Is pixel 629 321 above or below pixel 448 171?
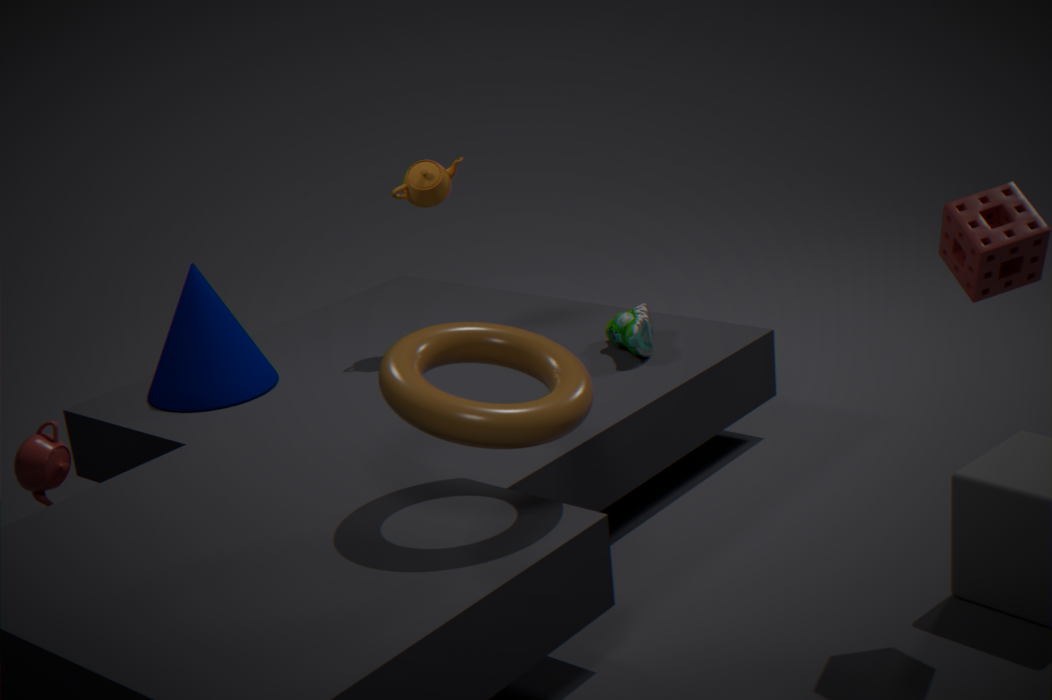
below
